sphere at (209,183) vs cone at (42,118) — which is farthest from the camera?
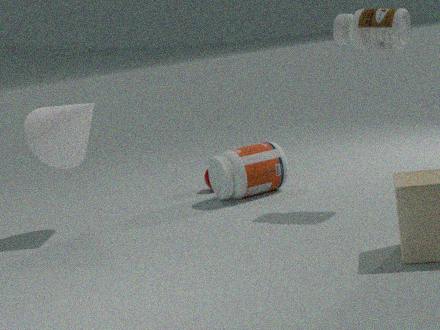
sphere at (209,183)
